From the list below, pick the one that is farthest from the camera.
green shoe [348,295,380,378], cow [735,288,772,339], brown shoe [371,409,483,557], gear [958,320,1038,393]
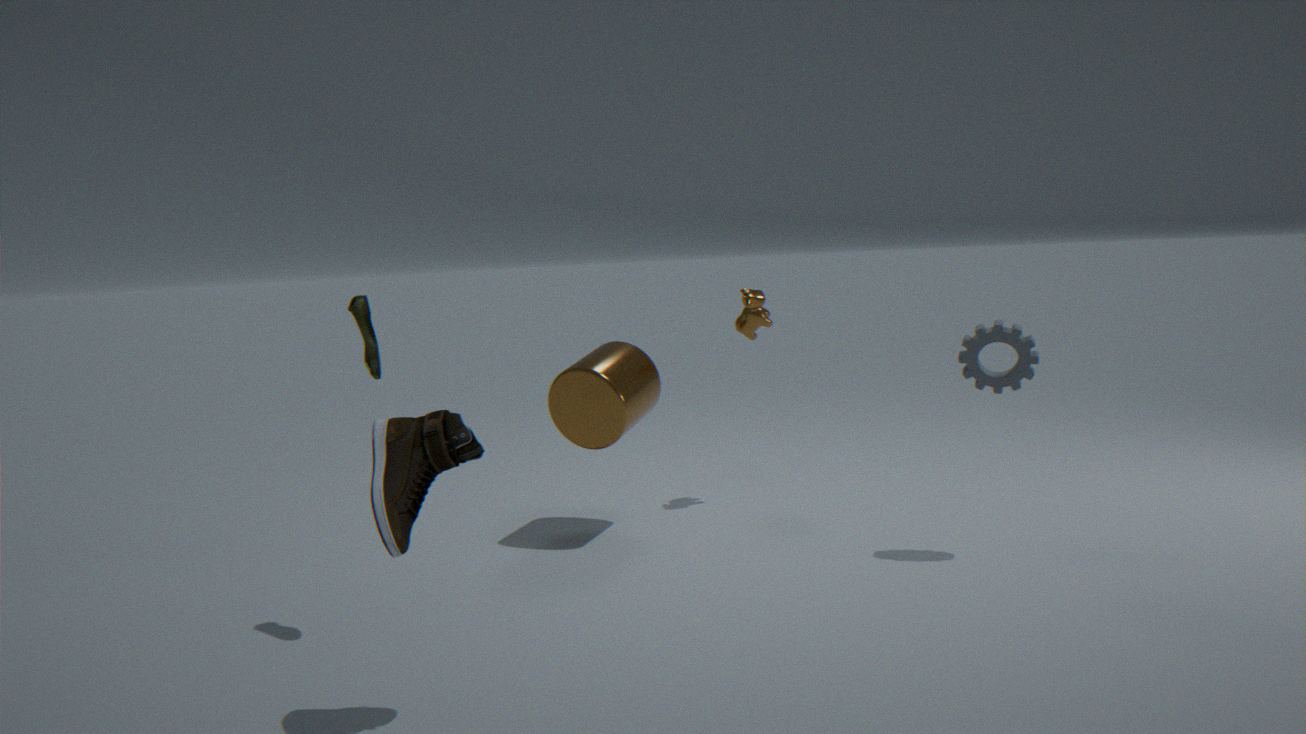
cow [735,288,772,339]
